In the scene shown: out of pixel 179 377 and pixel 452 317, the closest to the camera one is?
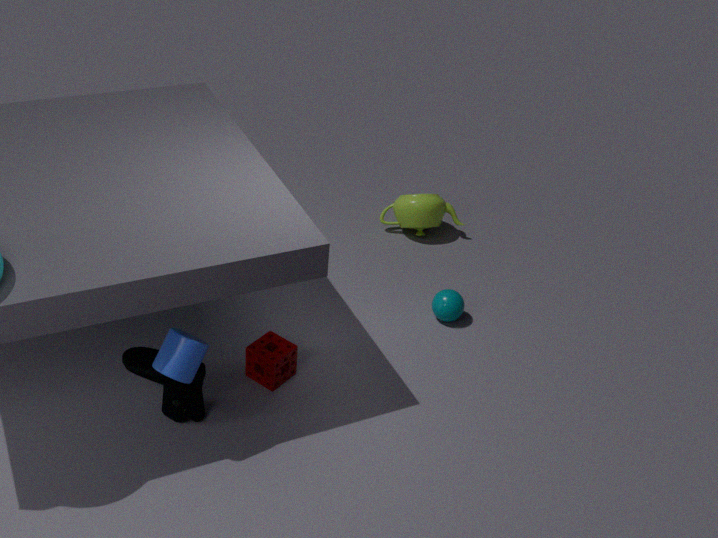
pixel 179 377
